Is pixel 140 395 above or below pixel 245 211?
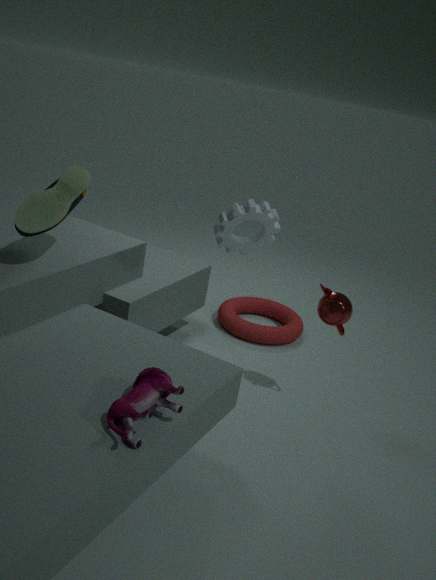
below
